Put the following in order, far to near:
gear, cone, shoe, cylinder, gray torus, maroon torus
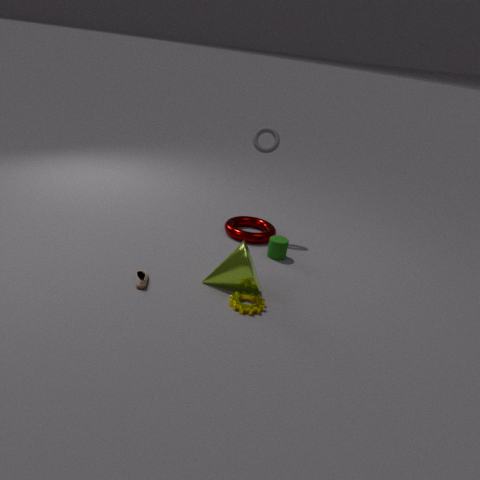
maroon torus, gray torus, cylinder, cone, shoe, gear
